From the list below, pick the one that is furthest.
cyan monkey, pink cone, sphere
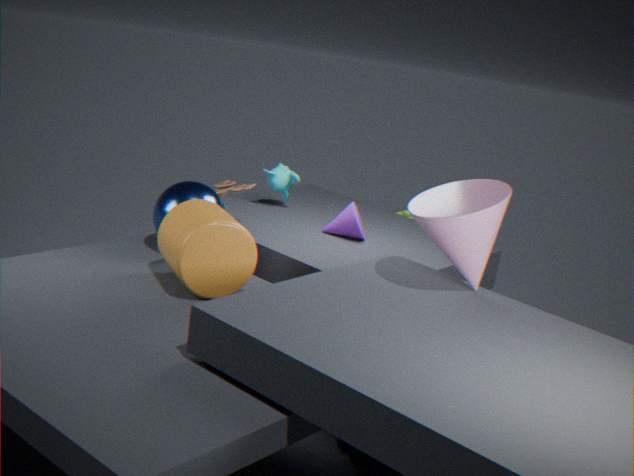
cyan monkey
